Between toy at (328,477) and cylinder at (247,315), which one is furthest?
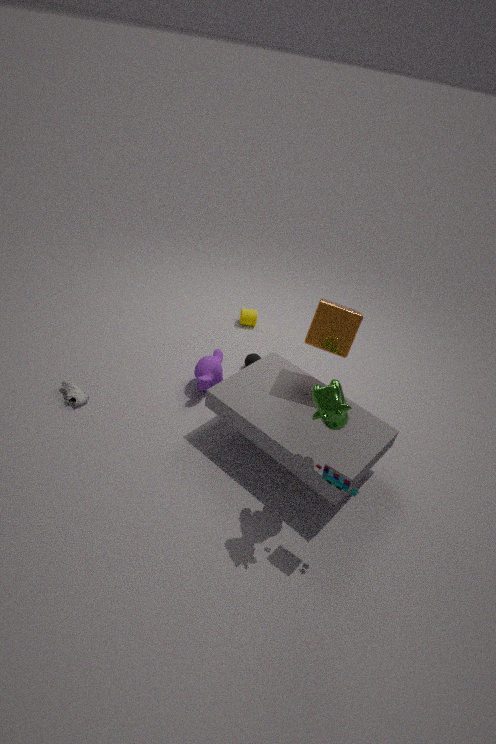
cylinder at (247,315)
